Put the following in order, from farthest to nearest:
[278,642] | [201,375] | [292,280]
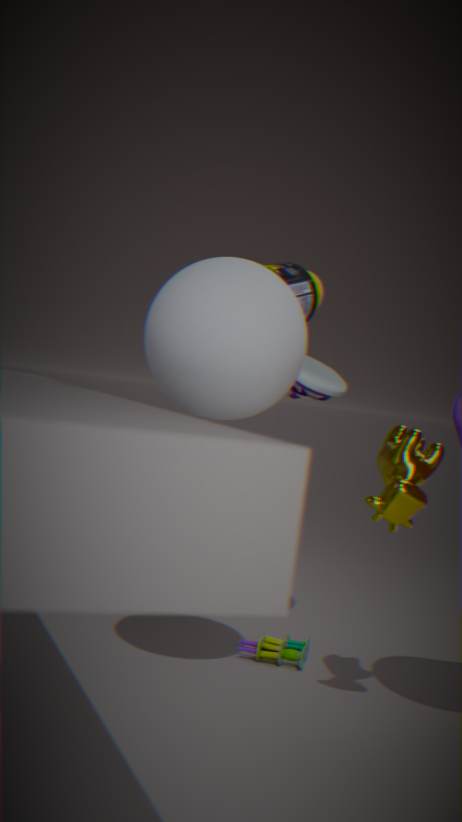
[292,280], [278,642], [201,375]
